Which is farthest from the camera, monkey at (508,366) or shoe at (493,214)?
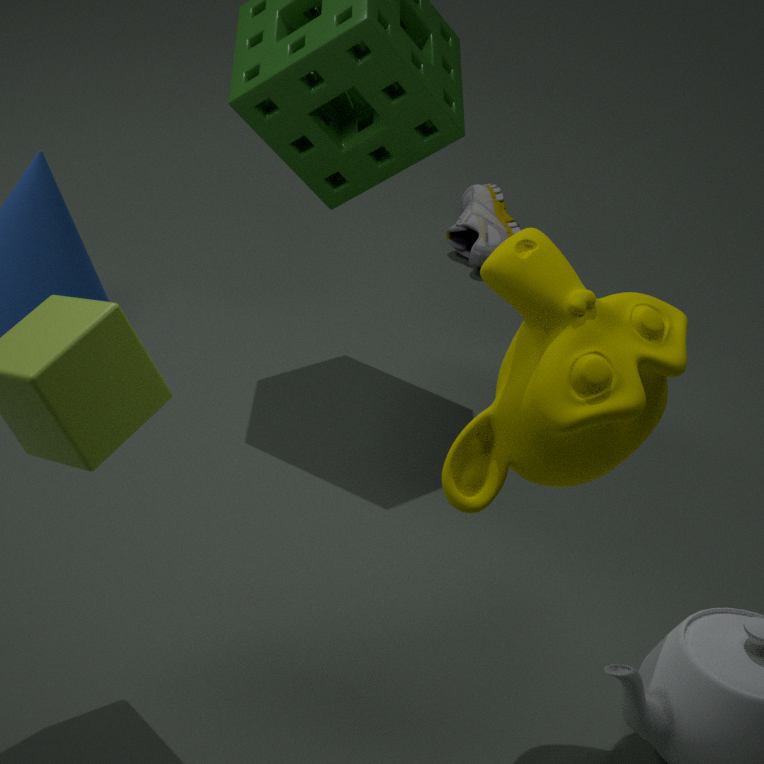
shoe at (493,214)
